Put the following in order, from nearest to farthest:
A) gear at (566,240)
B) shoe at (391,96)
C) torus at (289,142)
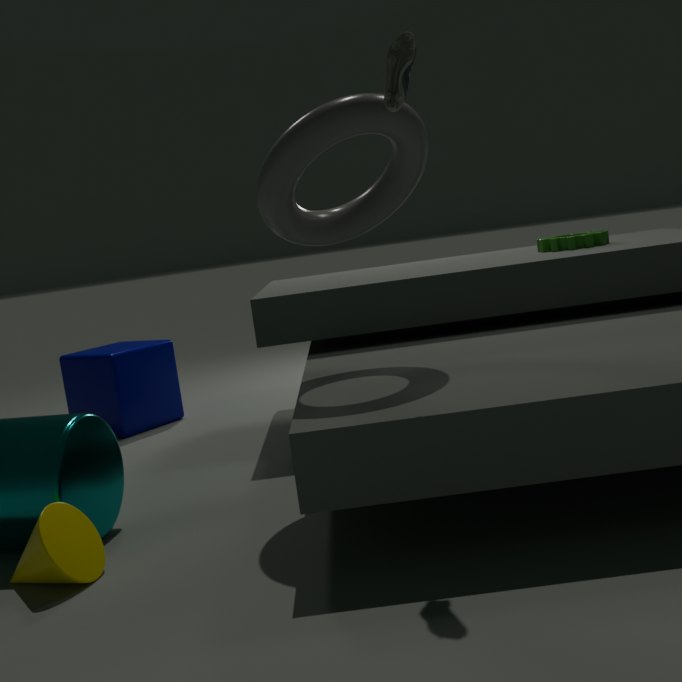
1. shoe at (391,96)
2. torus at (289,142)
3. gear at (566,240)
